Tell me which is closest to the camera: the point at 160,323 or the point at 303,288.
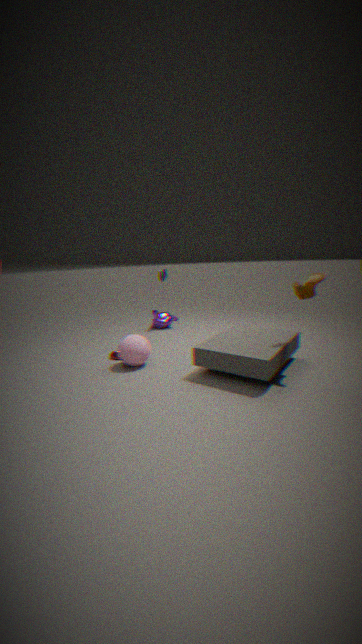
the point at 303,288
